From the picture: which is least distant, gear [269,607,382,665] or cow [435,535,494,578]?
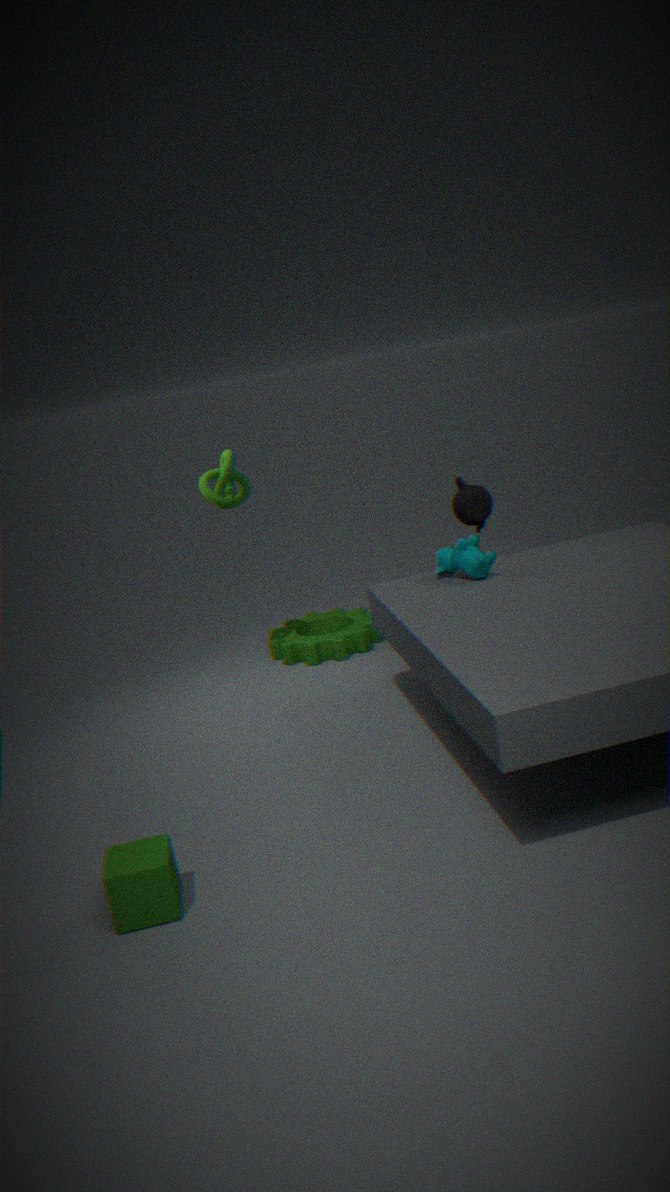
cow [435,535,494,578]
